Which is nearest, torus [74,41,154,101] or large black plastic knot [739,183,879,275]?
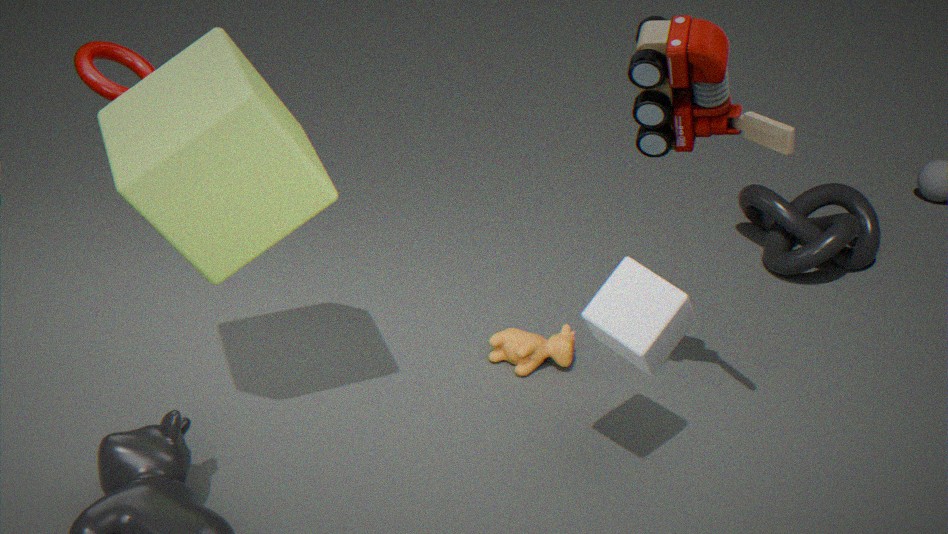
torus [74,41,154,101]
